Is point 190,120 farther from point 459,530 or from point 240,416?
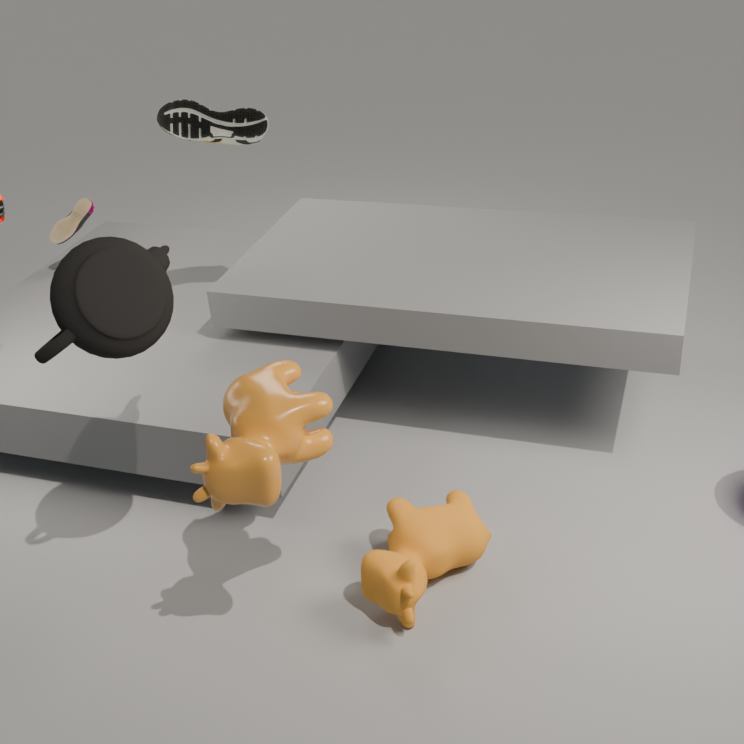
point 459,530
